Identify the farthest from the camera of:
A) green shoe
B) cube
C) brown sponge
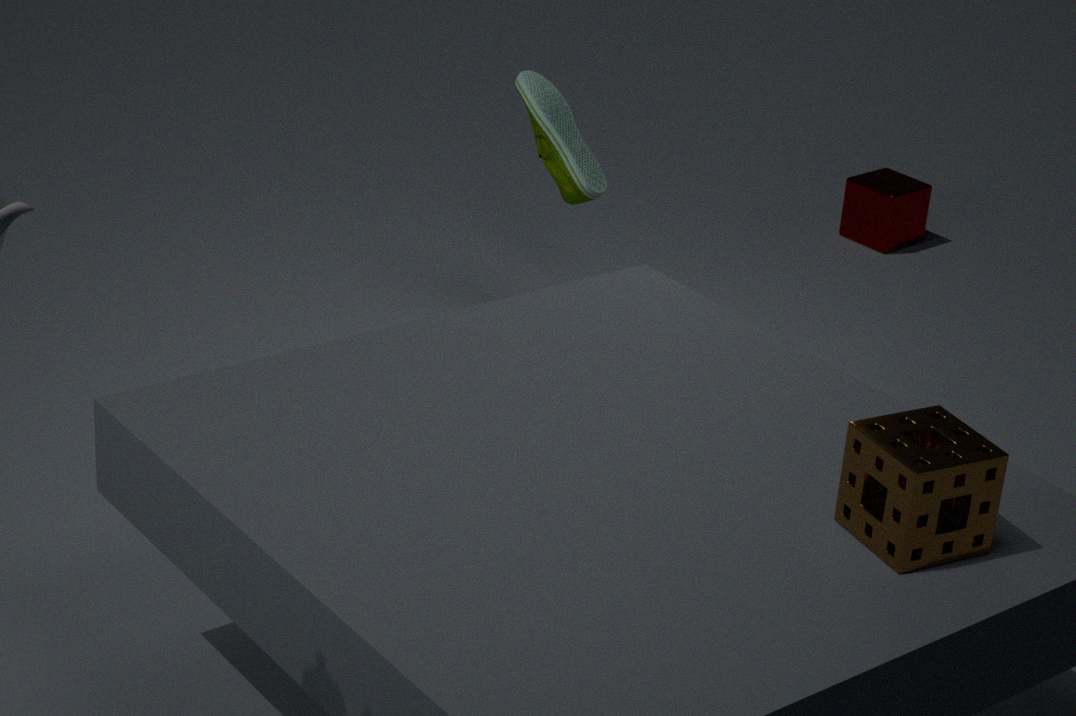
cube
